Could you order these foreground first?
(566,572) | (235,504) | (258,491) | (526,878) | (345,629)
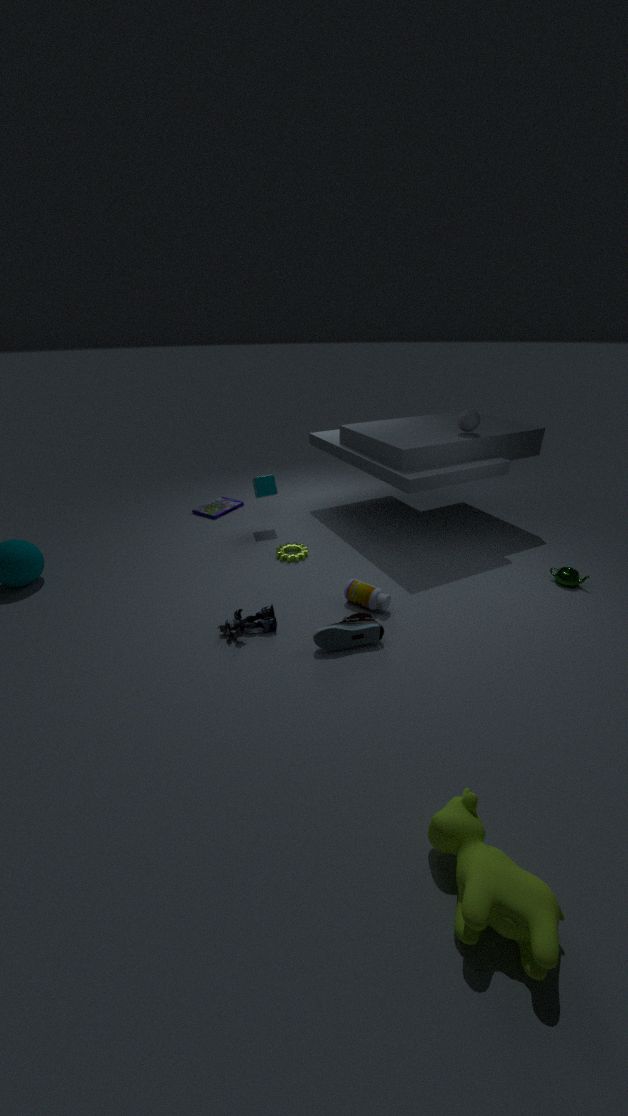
1. (526,878)
2. (345,629)
3. (566,572)
4. (258,491)
5. (235,504)
